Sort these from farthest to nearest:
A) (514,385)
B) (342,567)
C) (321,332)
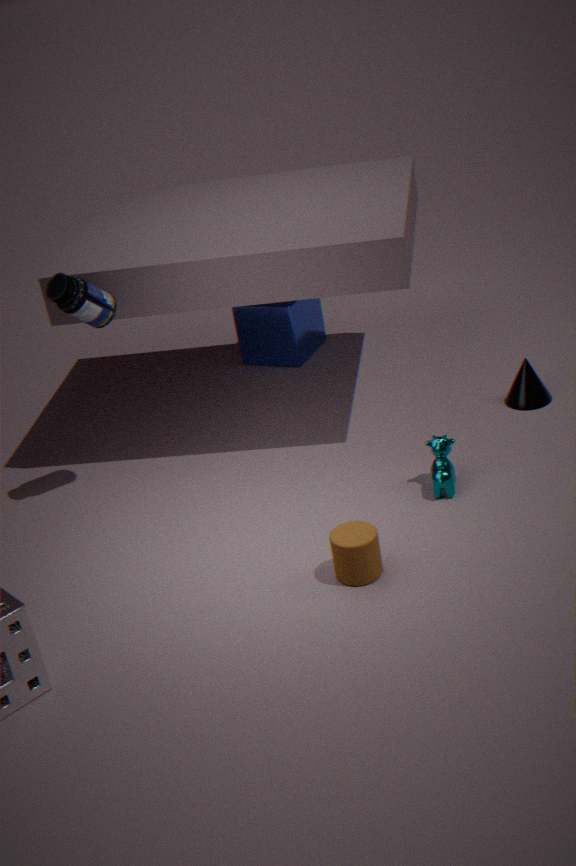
(321,332) < (514,385) < (342,567)
